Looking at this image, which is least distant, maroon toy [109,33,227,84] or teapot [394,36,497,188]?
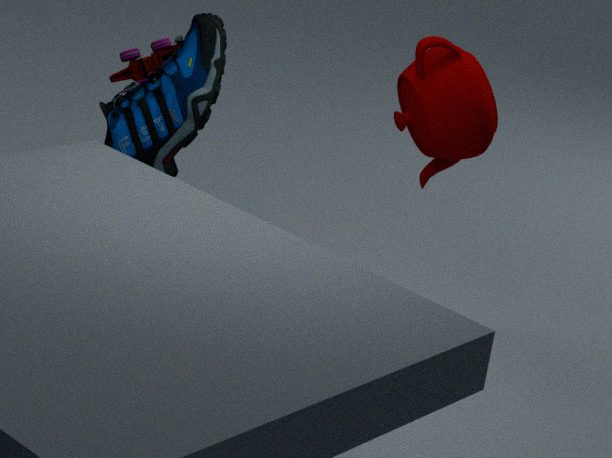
maroon toy [109,33,227,84]
